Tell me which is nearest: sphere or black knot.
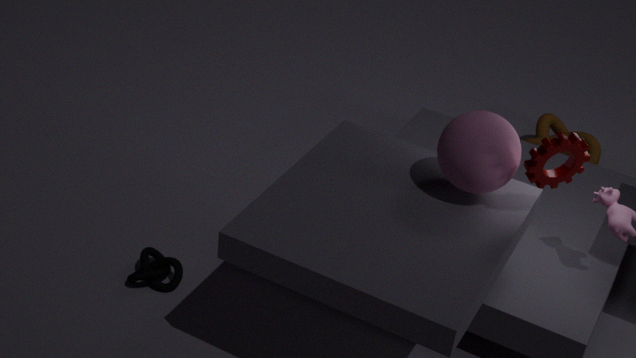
sphere
